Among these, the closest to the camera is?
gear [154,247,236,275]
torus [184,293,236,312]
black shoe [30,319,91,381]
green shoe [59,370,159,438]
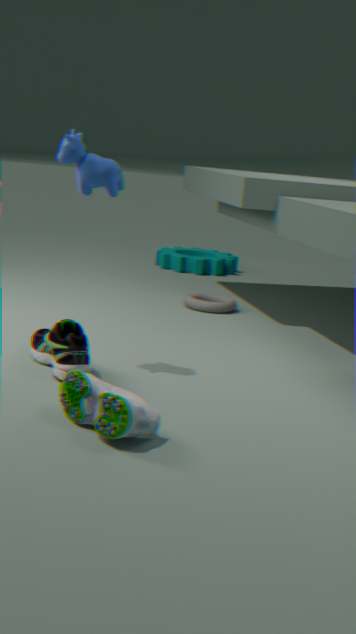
green shoe [59,370,159,438]
